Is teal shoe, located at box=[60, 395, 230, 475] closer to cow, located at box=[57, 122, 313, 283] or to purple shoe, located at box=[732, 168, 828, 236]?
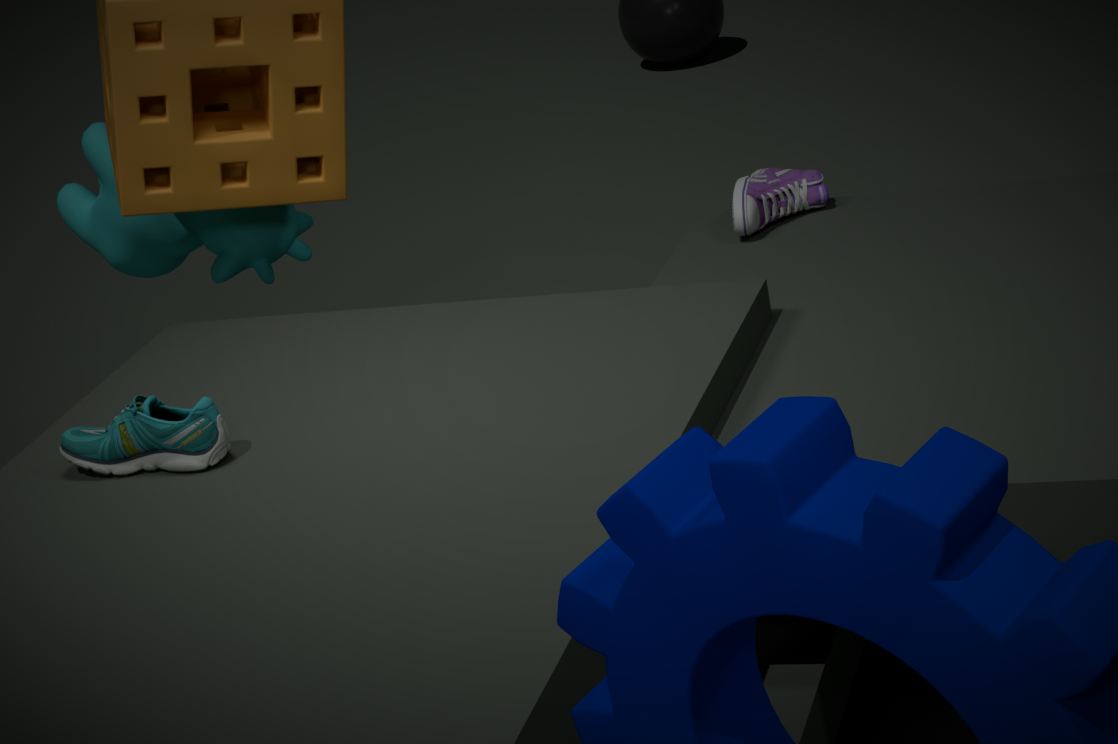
cow, located at box=[57, 122, 313, 283]
